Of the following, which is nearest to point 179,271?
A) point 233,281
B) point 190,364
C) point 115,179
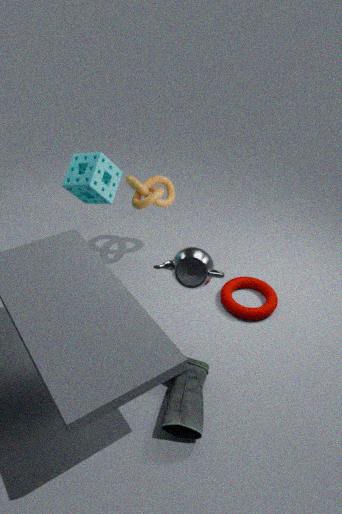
point 190,364
